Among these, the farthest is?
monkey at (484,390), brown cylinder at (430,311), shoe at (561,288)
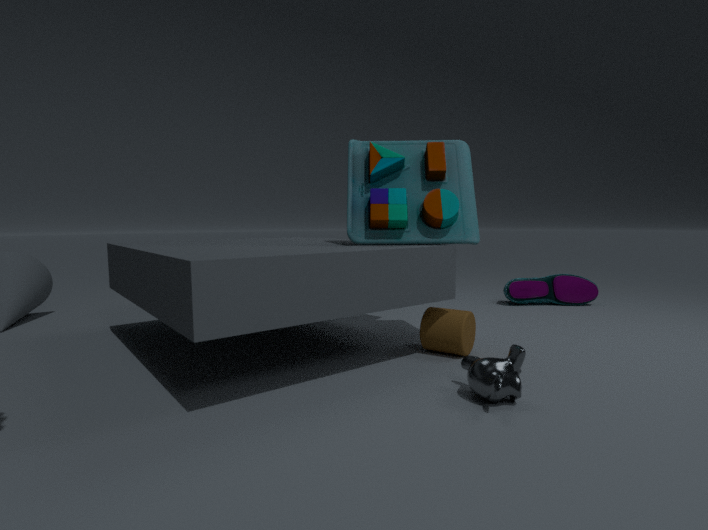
shoe at (561,288)
